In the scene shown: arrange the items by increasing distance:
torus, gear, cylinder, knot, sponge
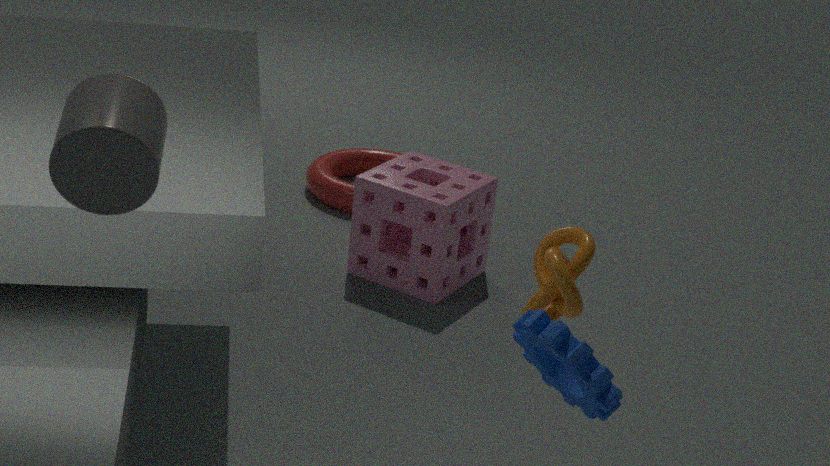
cylinder → gear → knot → sponge → torus
